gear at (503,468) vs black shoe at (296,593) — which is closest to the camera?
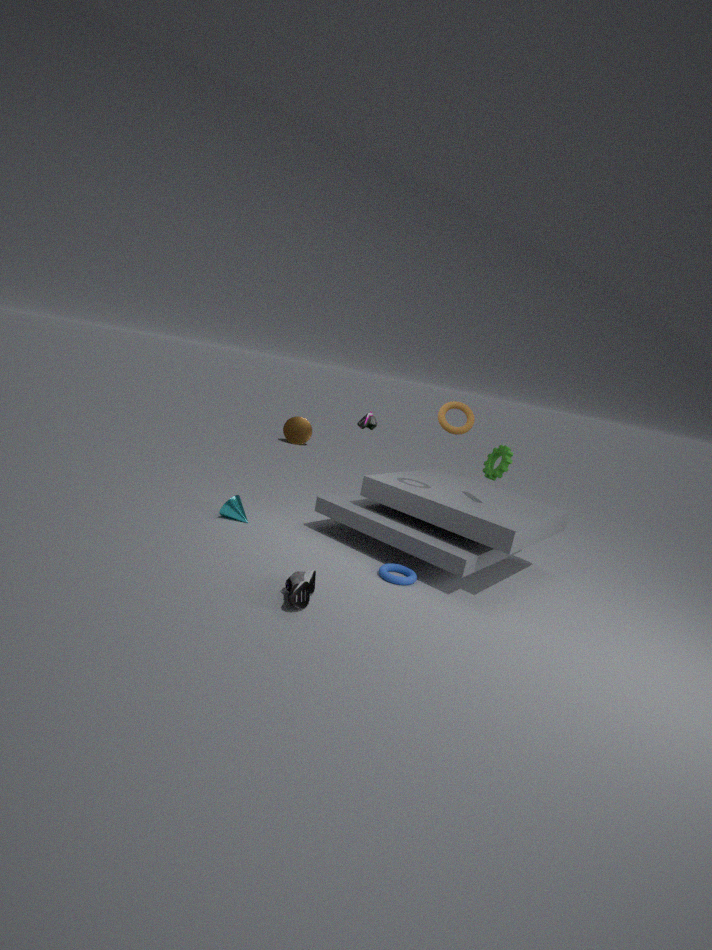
black shoe at (296,593)
